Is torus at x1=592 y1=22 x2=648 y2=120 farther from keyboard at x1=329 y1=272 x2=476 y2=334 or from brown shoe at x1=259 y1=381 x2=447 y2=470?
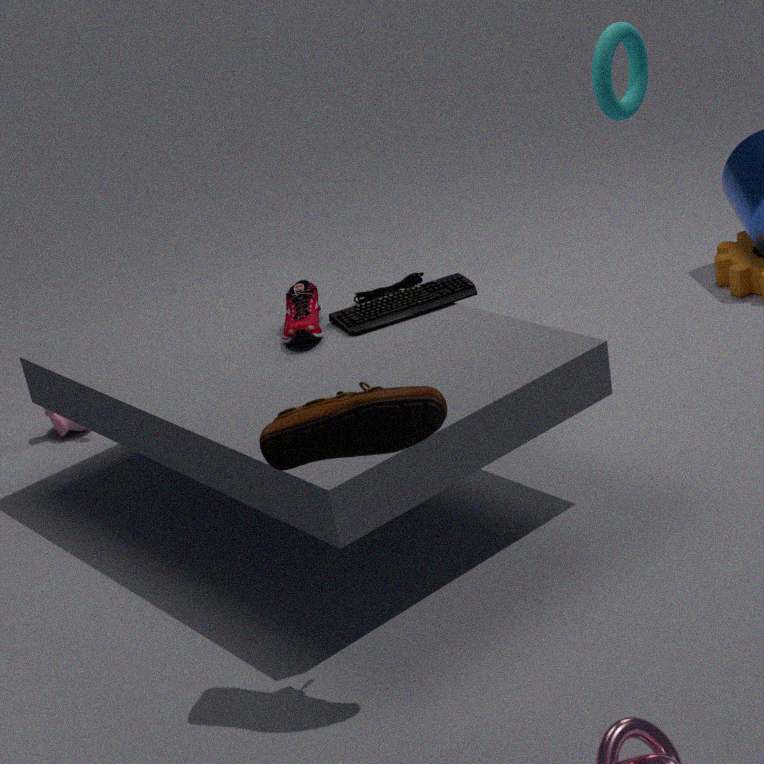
brown shoe at x1=259 y1=381 x2=447 y2=470
